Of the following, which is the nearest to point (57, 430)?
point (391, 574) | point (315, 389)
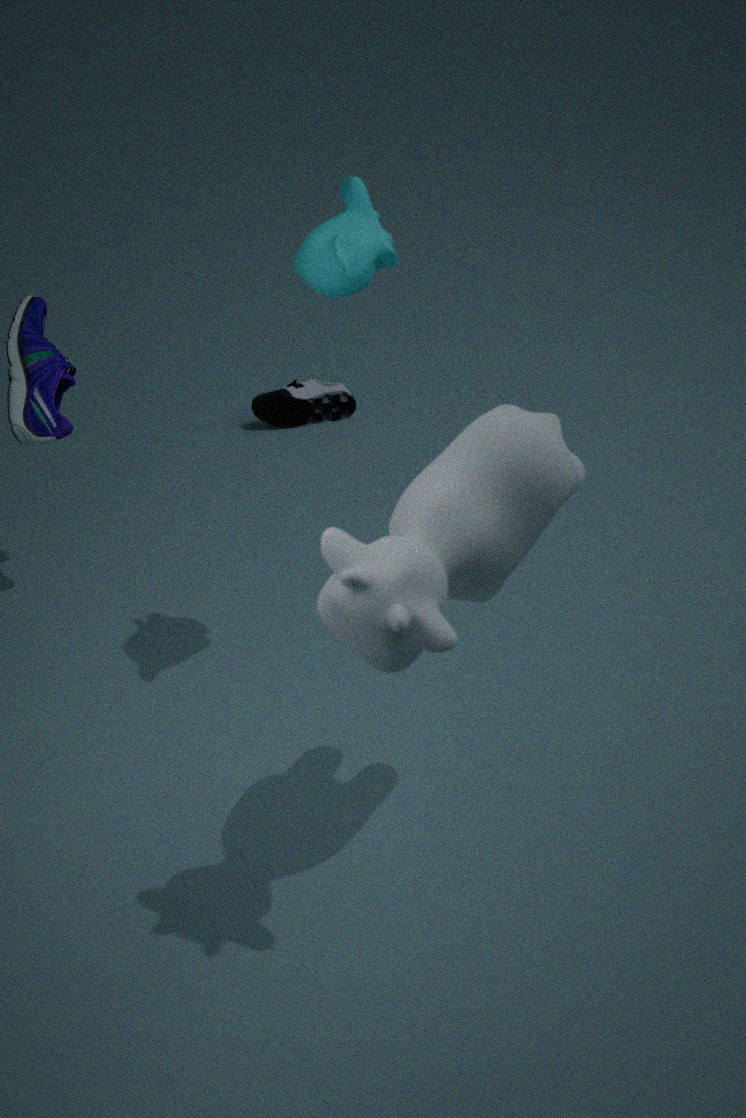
point (315, 389)
